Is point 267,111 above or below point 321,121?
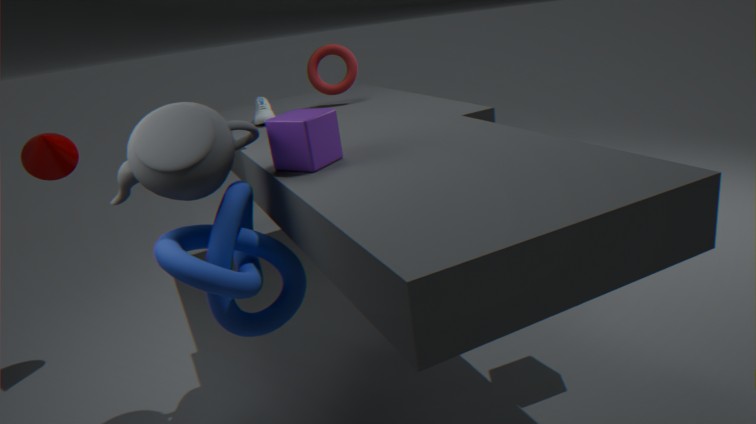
below
